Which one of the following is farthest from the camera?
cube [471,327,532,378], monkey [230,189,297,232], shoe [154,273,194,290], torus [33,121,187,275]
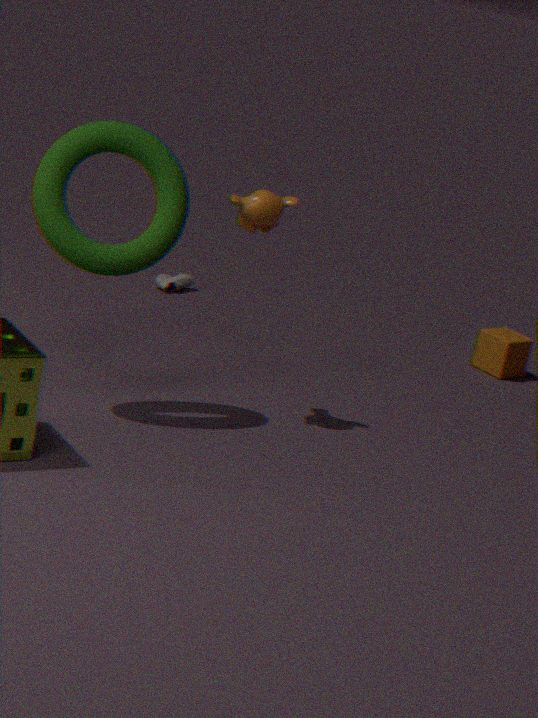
shoe [154,273,194,290]
